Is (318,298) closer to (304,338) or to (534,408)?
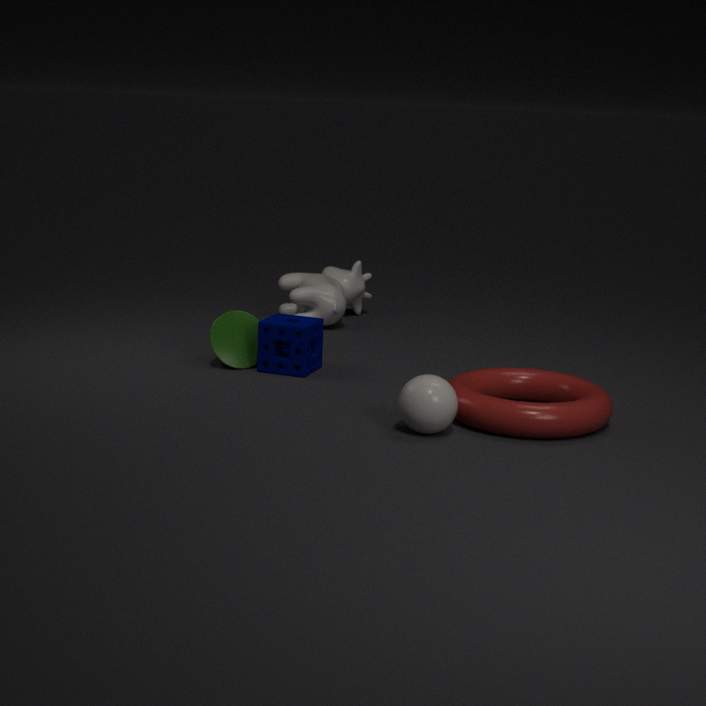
(304,338)
